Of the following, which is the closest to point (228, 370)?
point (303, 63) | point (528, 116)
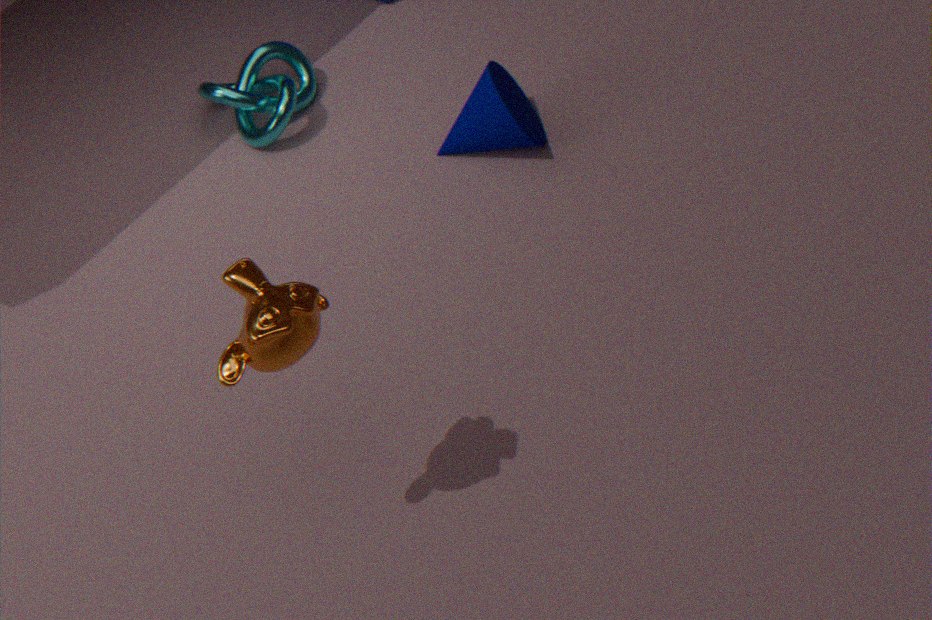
point (528, 116)
